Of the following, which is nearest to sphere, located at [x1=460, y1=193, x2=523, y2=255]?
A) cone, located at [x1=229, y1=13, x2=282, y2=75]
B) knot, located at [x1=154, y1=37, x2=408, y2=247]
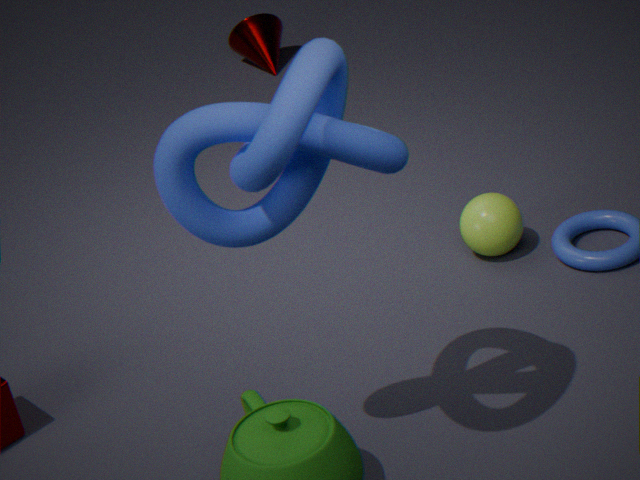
knot, located at [x1=154, y1=37, x2=408, y2=247]
